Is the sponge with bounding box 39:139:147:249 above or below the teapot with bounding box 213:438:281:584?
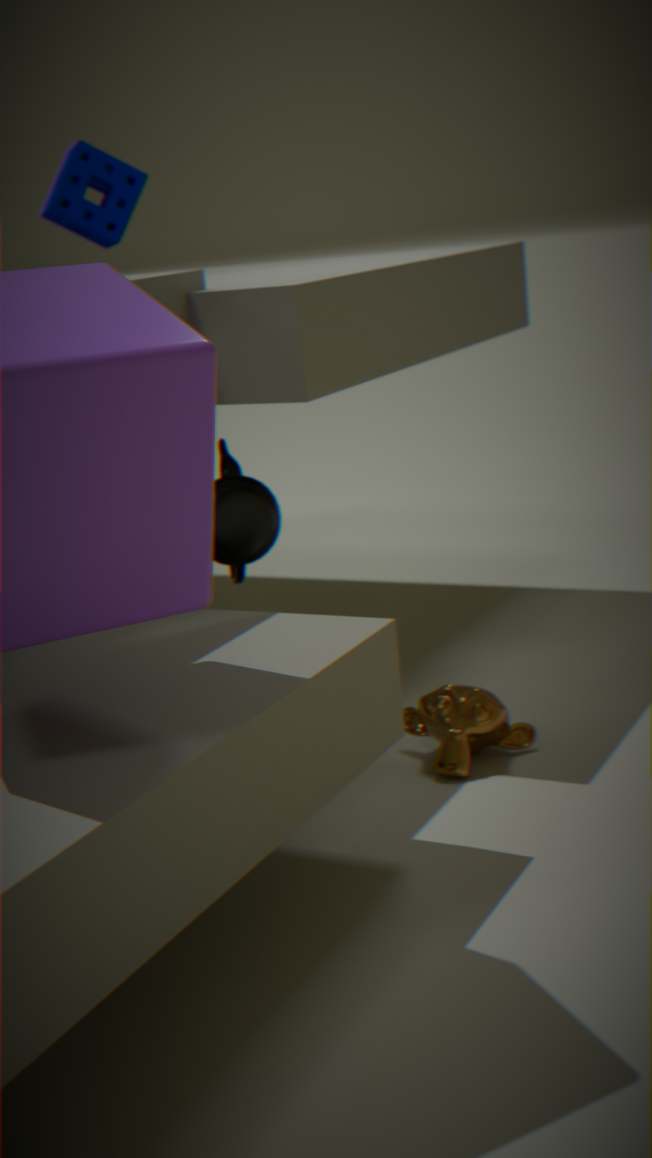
above
